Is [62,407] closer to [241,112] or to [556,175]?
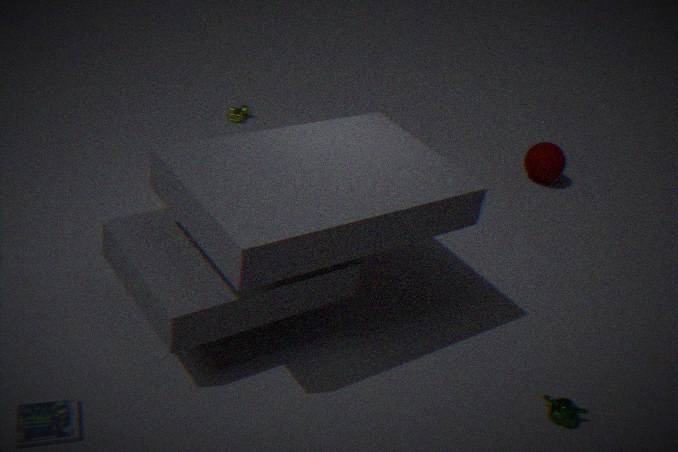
[241,112]
